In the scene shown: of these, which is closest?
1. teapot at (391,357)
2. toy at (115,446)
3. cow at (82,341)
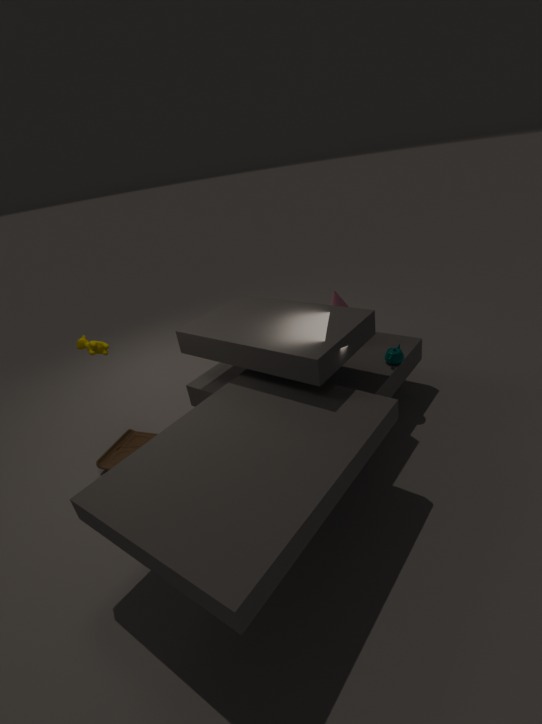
cow at (82,341)
